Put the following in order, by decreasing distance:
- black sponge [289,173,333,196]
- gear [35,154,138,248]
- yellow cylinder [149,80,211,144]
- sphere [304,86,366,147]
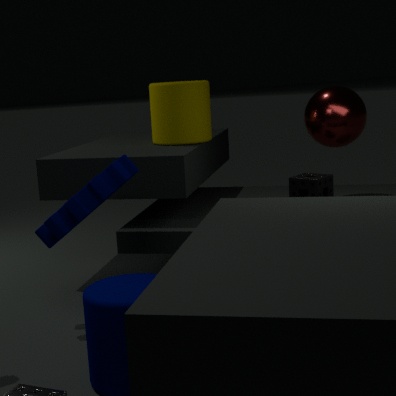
yellow cylinder [149,80,211,144] → sphere [304,86,366,147] → black sponge [289,173,333,196] → gear [35,154,138,248]
